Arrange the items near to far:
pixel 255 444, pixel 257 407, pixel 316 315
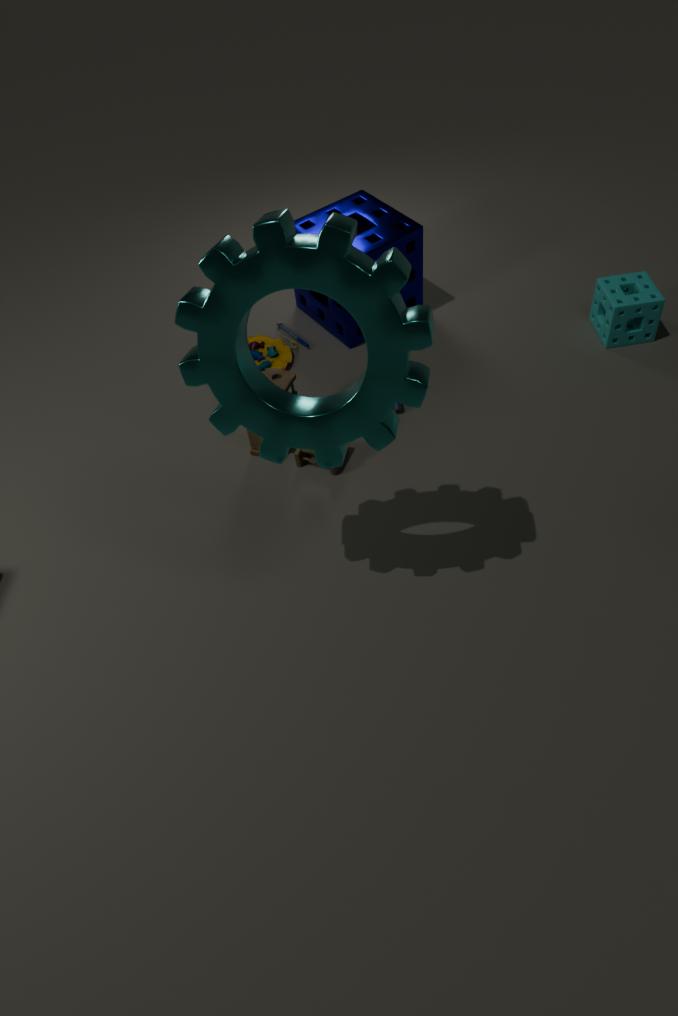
pixel 257 407, pixel 255 444, pixel 316 315
